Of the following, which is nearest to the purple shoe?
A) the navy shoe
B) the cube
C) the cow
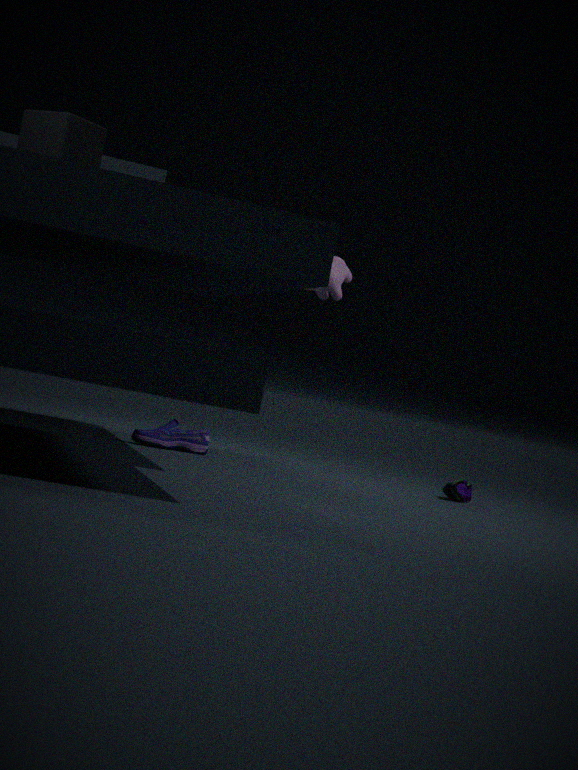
the cow
